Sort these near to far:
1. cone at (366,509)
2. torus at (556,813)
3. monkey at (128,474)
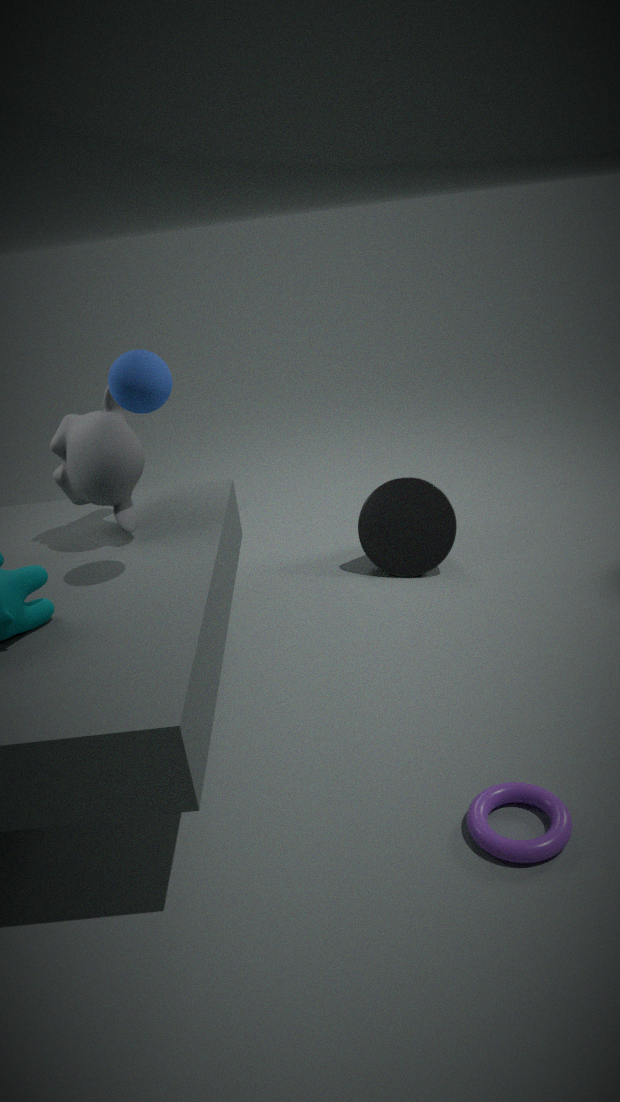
torus at (556,813)
monkey at (128,474)
cone at (366,509)
